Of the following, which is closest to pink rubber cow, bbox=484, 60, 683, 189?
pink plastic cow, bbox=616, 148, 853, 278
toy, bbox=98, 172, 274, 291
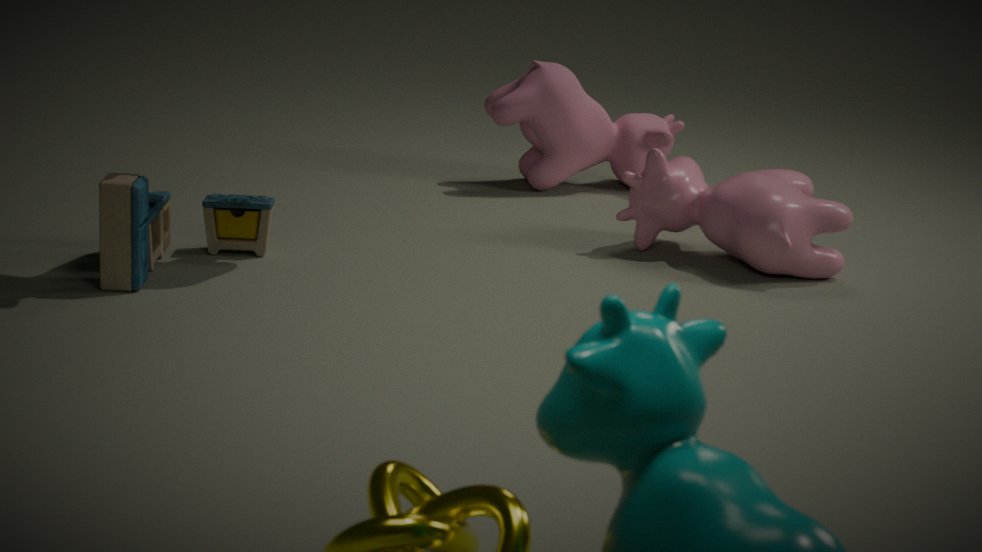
pink plastic cow, bbox=616, 148, 853, 278
